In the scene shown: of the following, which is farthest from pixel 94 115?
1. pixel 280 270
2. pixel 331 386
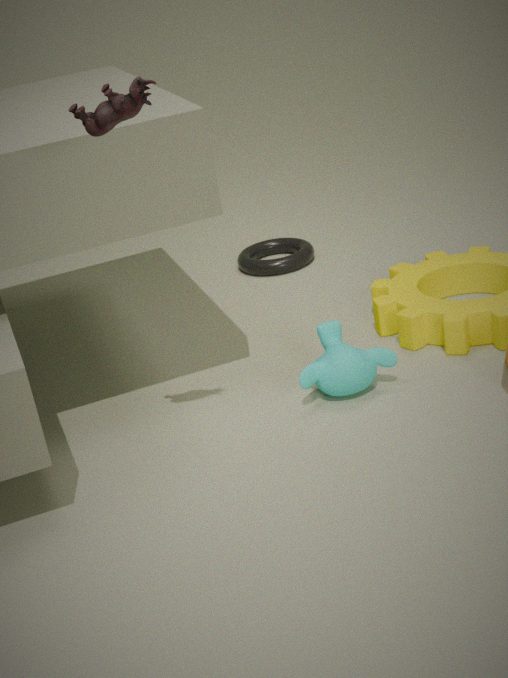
pixel 280 270
